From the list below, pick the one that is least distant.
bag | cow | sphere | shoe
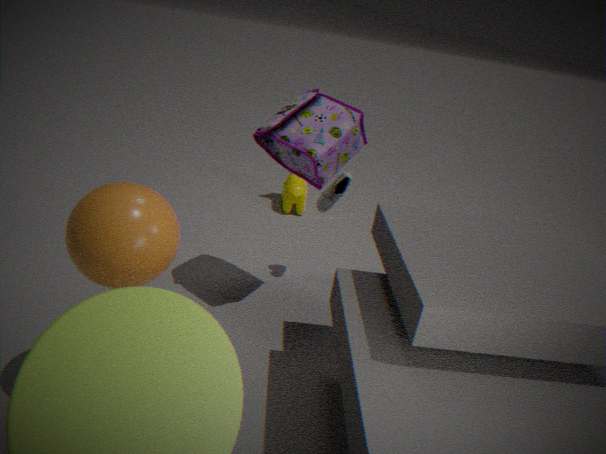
sphere
